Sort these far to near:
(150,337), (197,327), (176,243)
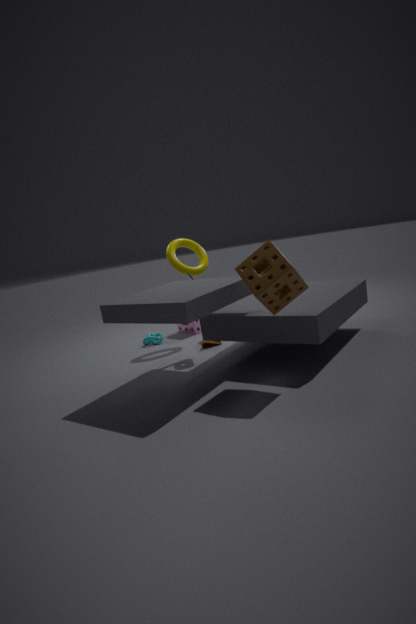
1. (197,327)
2. (150,337)
3. (176,243)
